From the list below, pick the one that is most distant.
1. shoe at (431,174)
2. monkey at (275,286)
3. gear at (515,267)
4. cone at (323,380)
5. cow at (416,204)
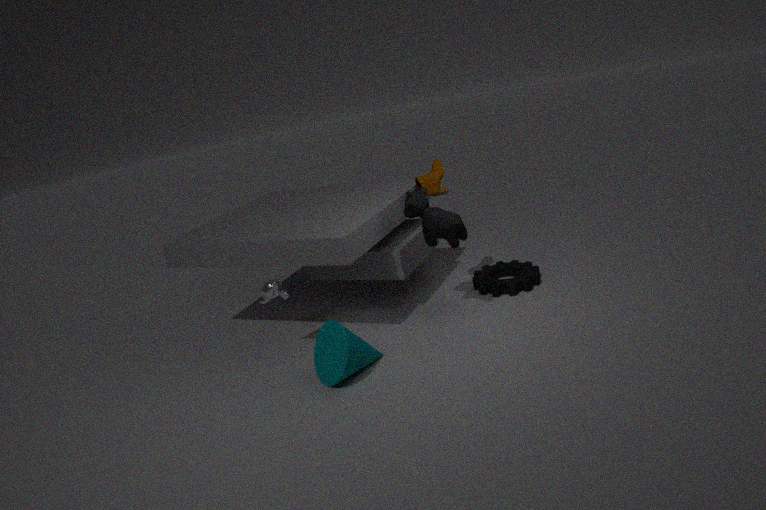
gear at (515,267)
